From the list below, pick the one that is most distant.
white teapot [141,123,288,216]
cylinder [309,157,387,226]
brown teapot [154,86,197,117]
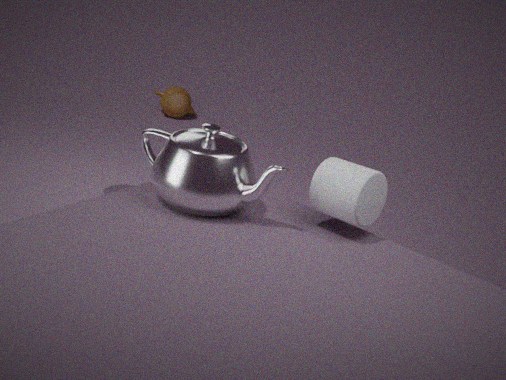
brown teapot [154,86,197,117]
